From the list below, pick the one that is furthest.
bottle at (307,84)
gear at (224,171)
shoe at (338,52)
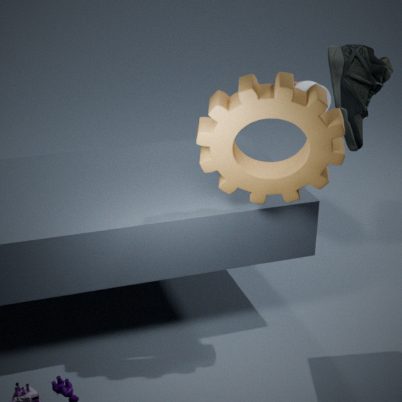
→ shoe at (338,52)
